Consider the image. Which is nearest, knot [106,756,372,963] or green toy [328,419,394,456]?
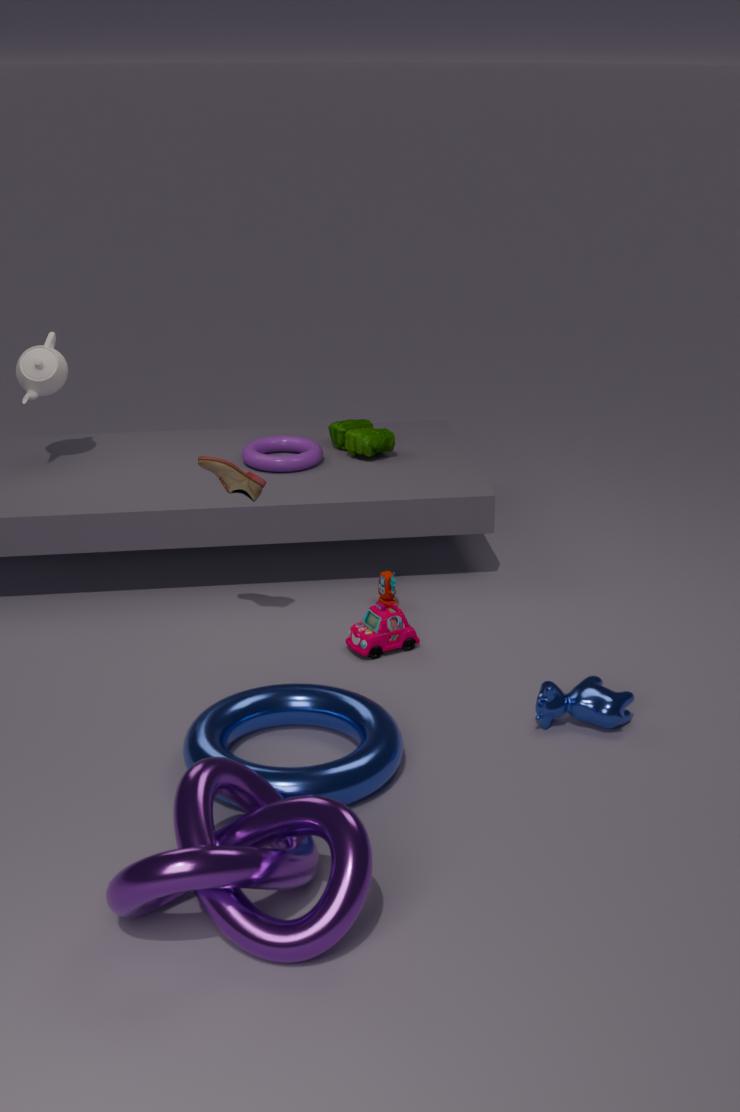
knot [106,756,372,963]
